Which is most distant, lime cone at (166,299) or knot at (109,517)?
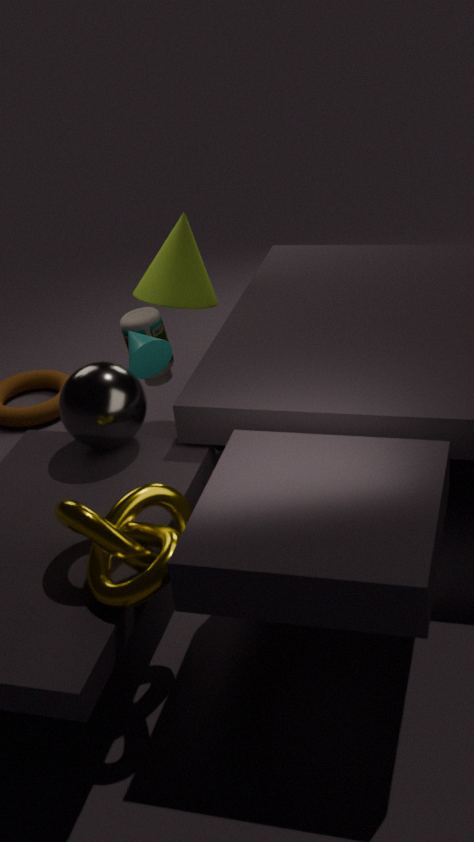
lime cone at (166,299)
